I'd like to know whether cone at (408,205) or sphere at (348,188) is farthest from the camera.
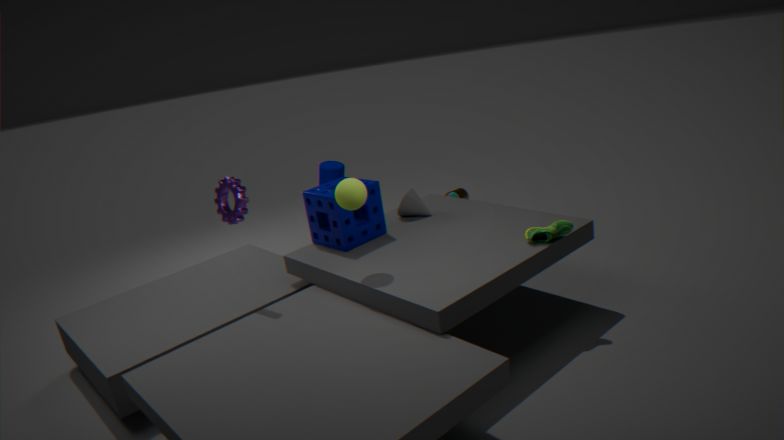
cone at (408,205)
